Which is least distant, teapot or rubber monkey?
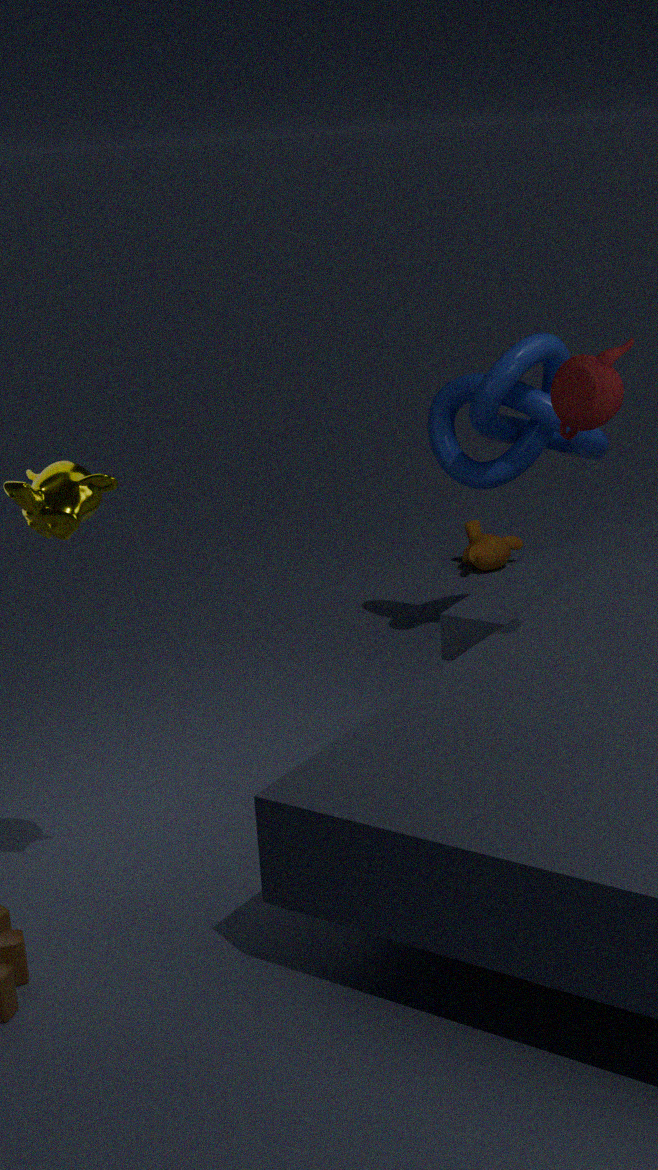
teapot
